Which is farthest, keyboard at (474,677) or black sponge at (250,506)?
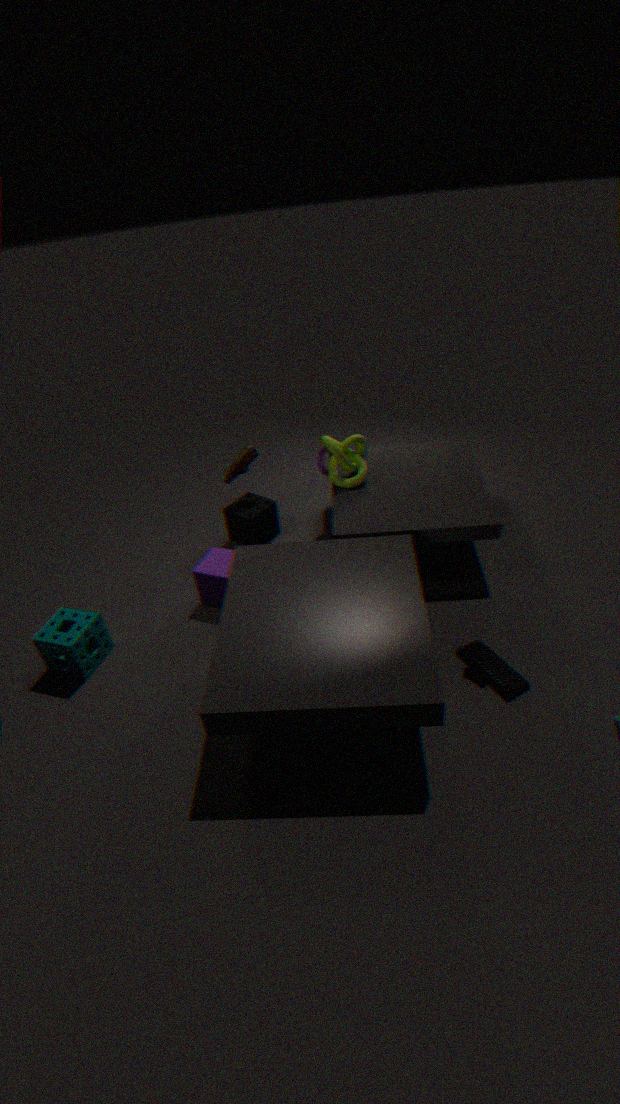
black sponge at (250,506)
